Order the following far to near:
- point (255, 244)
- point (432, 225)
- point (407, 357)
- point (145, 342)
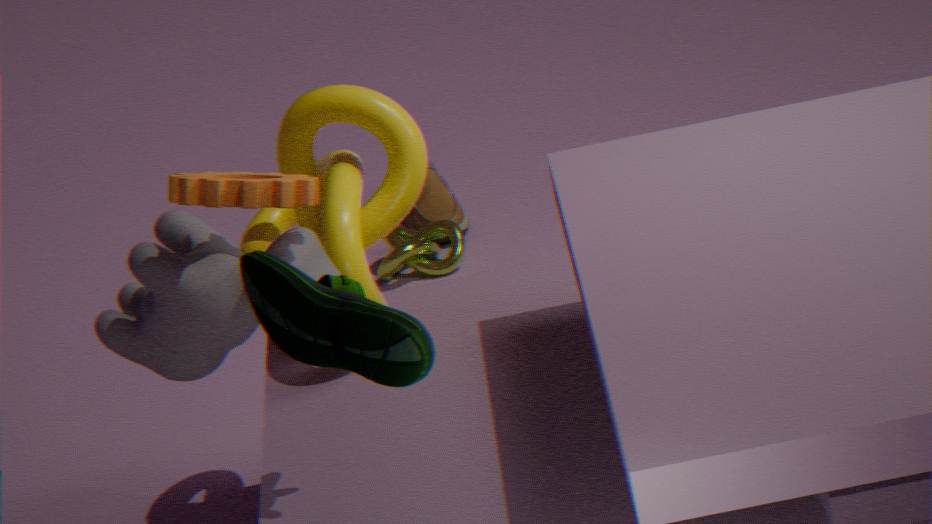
point (432, 225) → point (255, 244) → point (145, 342) → point (407, 357)
